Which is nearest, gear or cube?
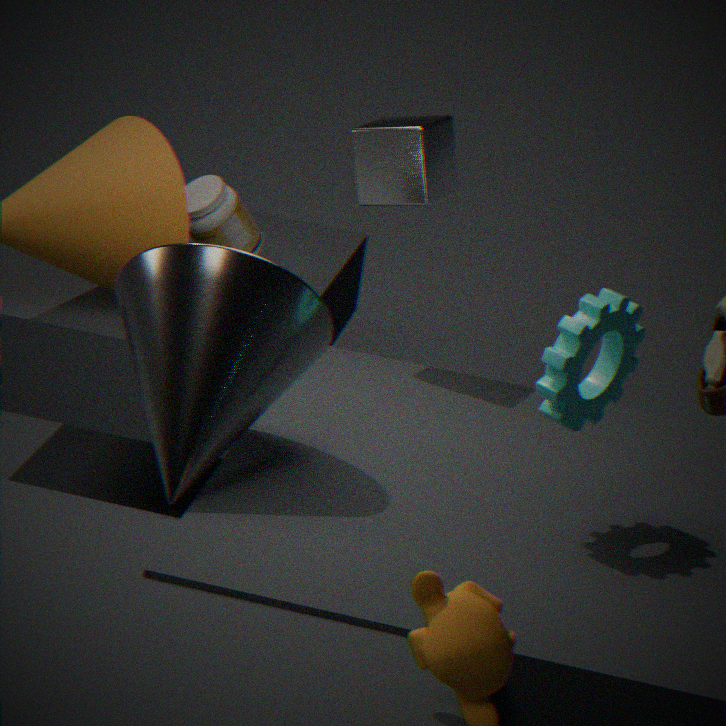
gear
